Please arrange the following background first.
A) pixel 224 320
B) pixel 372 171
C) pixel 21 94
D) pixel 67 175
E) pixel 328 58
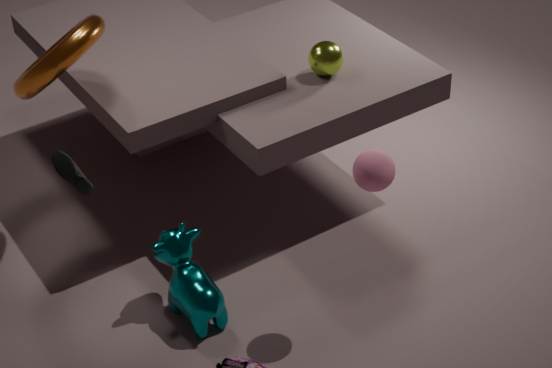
1. pixel 328 58
2. pixel 224 320
3. pixel 21 94
4. pixel 372 171
5. pixel 67 175
